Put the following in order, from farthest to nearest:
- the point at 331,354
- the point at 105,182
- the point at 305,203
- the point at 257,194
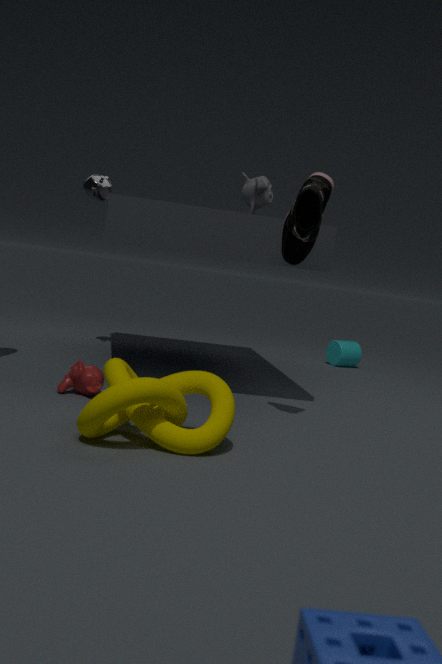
the point at 331,354 < the point at 105,182 < the point at 257,194 < the point at 305,203
